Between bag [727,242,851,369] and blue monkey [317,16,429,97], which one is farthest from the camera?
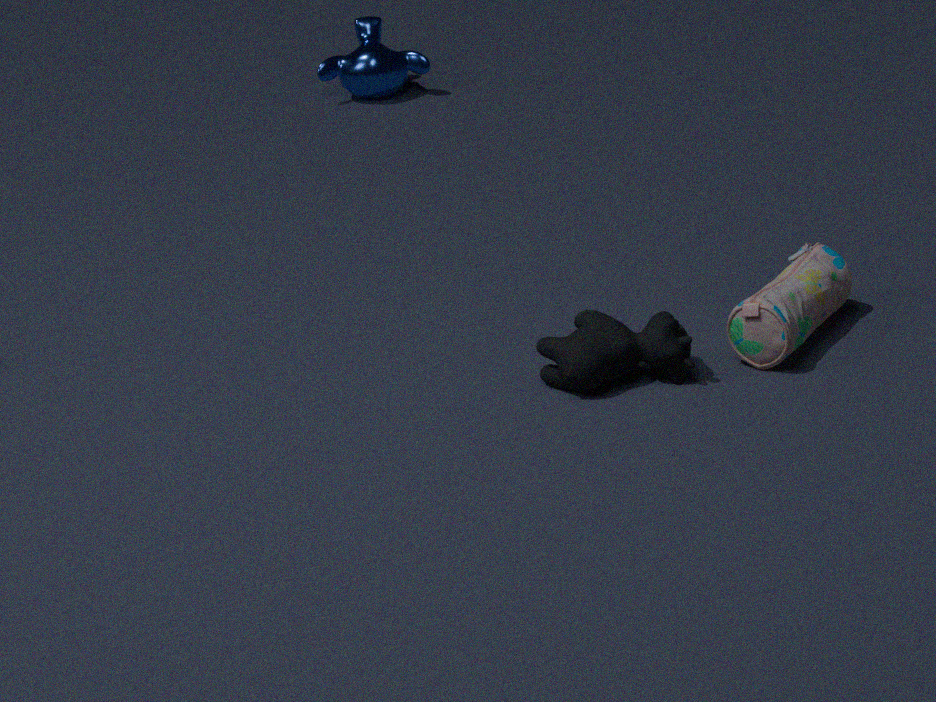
blue monkey [317,16,429,97]
